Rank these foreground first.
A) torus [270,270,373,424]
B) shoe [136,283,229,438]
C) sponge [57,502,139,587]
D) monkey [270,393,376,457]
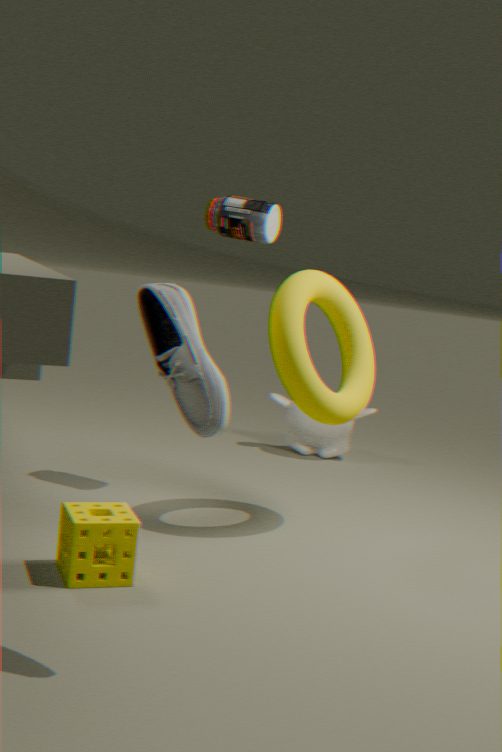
shoe [136,283,229,438] → sponge [57,502,139,587] → torus [270,270,373,424] → monkey [270,393,376,457]
